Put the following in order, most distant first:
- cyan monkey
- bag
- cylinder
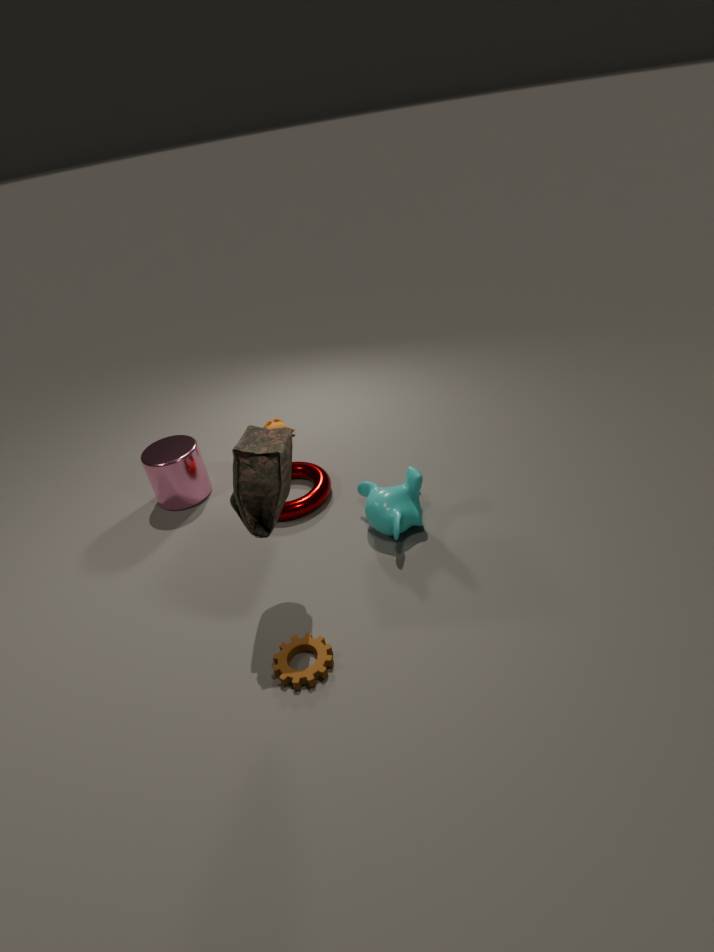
cylinder
cyan monkey
bag
